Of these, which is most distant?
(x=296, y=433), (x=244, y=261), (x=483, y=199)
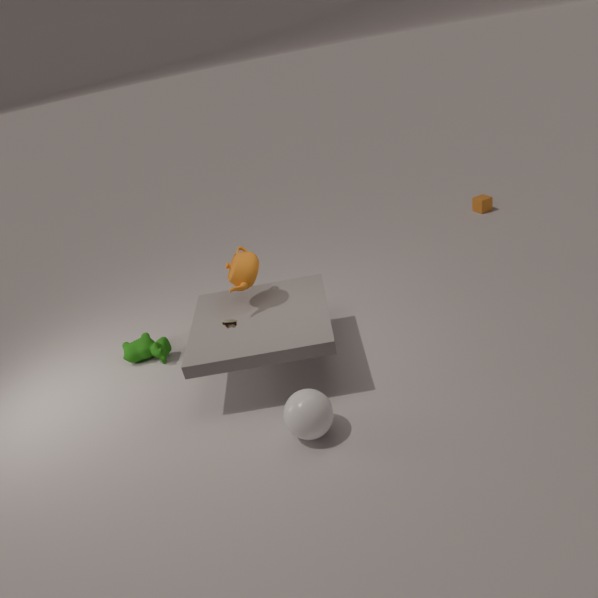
(x=483, y=199)
